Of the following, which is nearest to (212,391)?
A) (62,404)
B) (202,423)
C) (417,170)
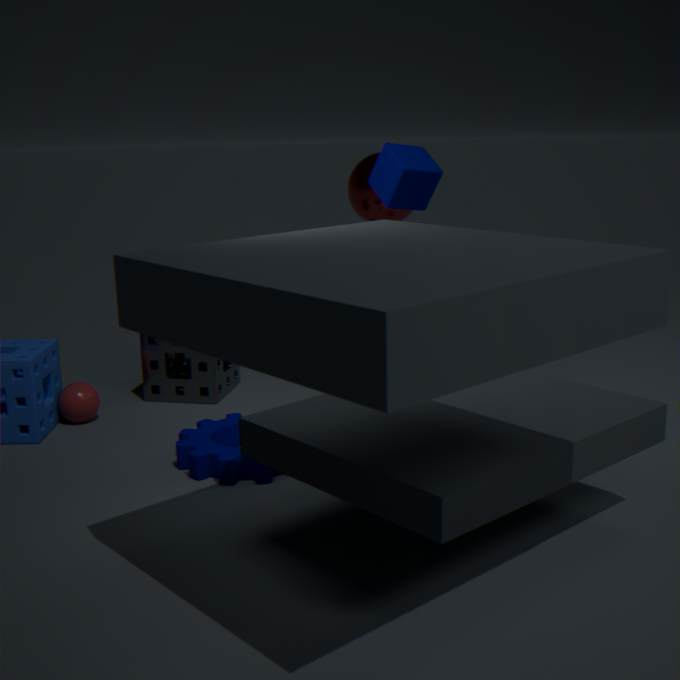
(62,404)
